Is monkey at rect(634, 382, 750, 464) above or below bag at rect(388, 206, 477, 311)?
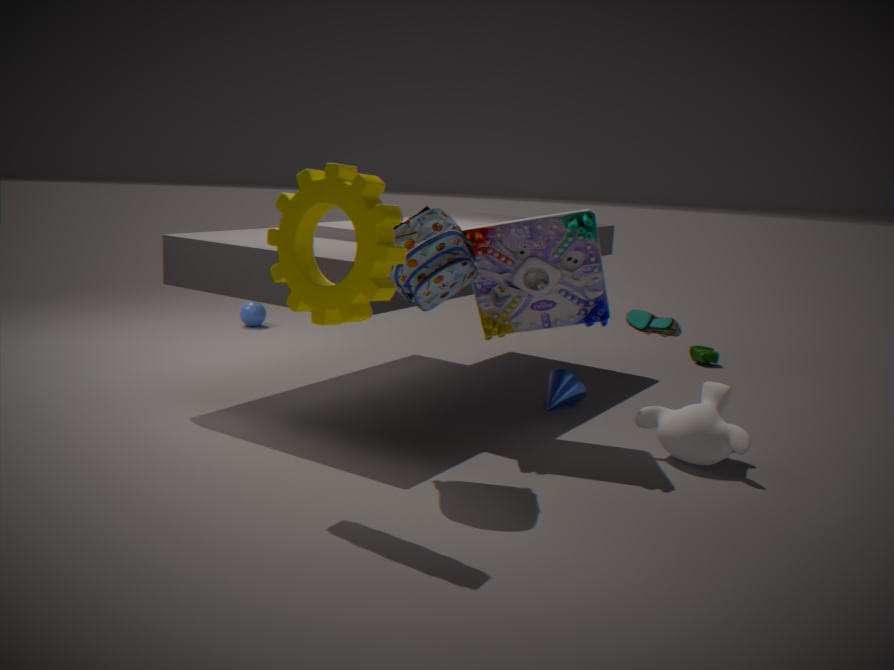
below
